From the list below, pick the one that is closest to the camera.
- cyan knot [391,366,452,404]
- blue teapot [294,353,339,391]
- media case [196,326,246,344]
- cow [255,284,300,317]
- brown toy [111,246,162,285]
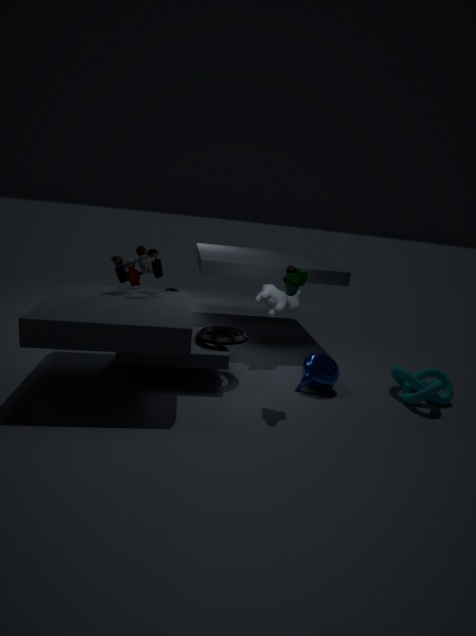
cyan knot [391,366,452,404]
